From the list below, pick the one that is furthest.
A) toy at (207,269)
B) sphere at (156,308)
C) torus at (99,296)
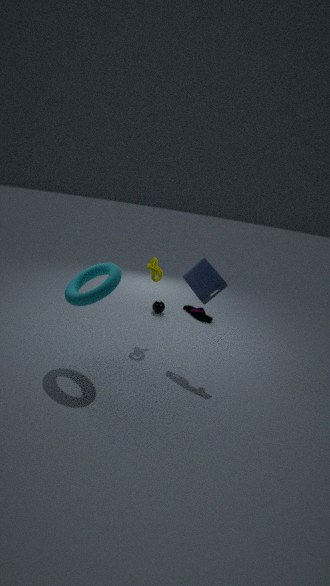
B. sphere at (156,308)
